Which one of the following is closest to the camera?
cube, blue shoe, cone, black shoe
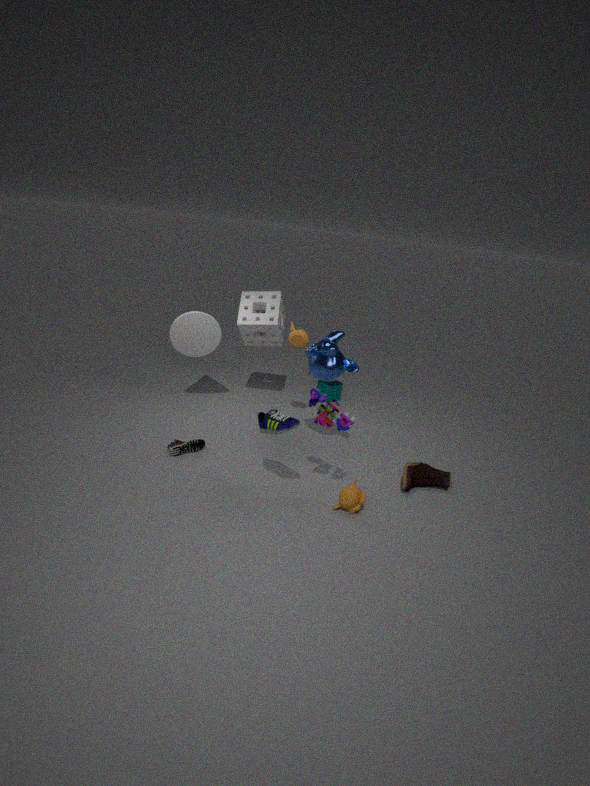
blue shoe
